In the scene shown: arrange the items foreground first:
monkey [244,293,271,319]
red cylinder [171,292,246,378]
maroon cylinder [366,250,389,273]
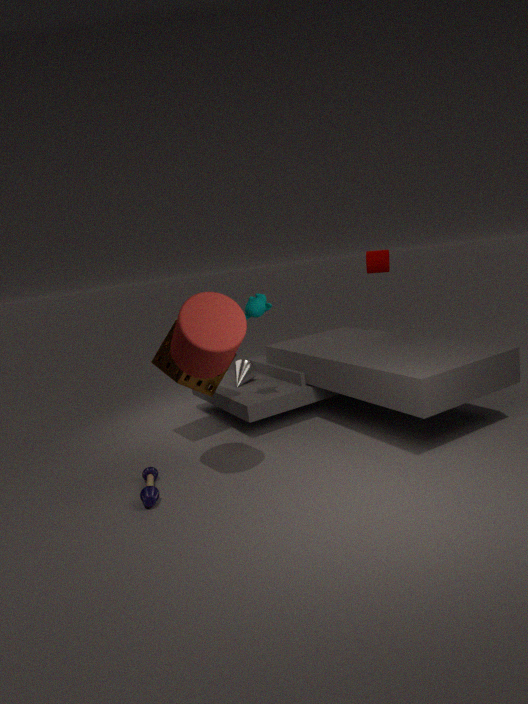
red cylinder [171,292,246,378], monkey [244,293,271,319], maroon cylinder [366,250,389,273]
